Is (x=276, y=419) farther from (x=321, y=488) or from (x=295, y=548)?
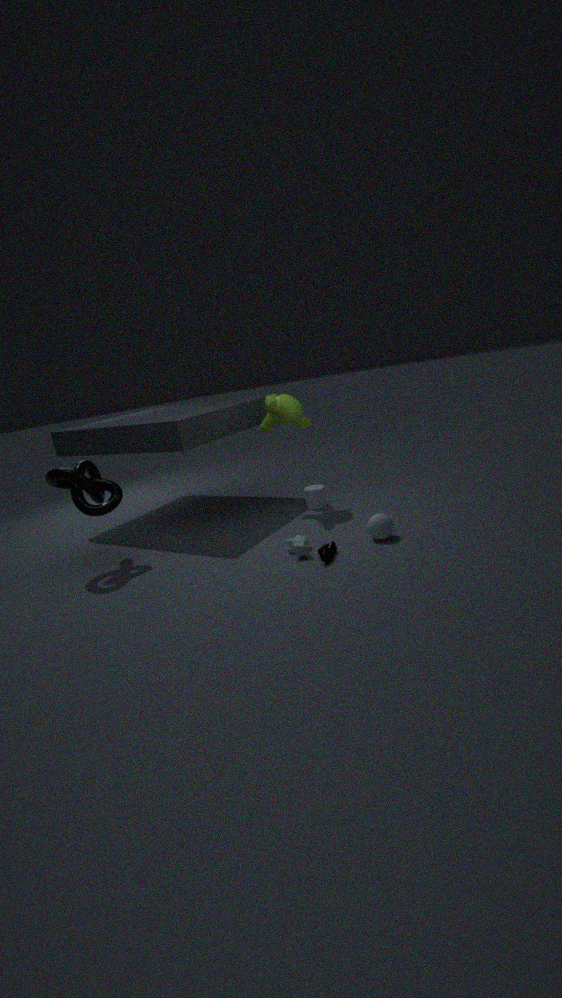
(x=295, y=548)
